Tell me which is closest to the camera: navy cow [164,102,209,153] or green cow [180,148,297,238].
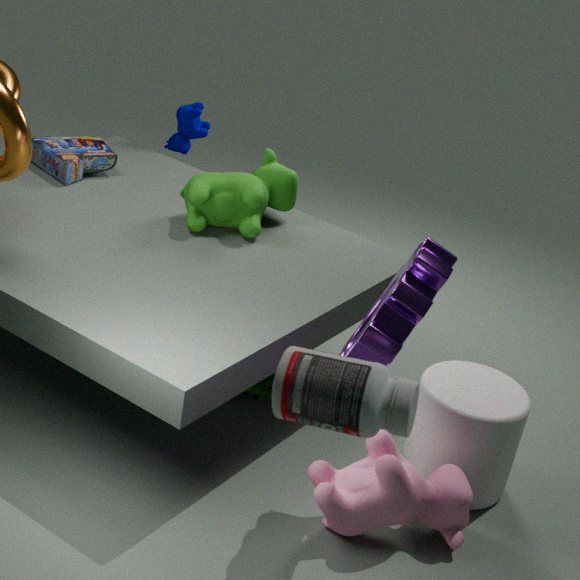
green cow [180,148,297,238]
